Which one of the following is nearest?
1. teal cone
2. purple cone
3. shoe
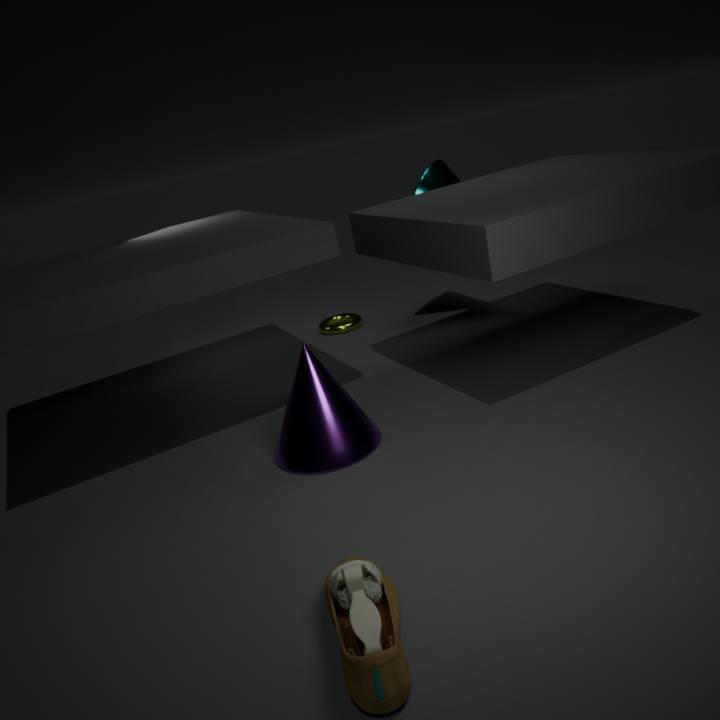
shoe
